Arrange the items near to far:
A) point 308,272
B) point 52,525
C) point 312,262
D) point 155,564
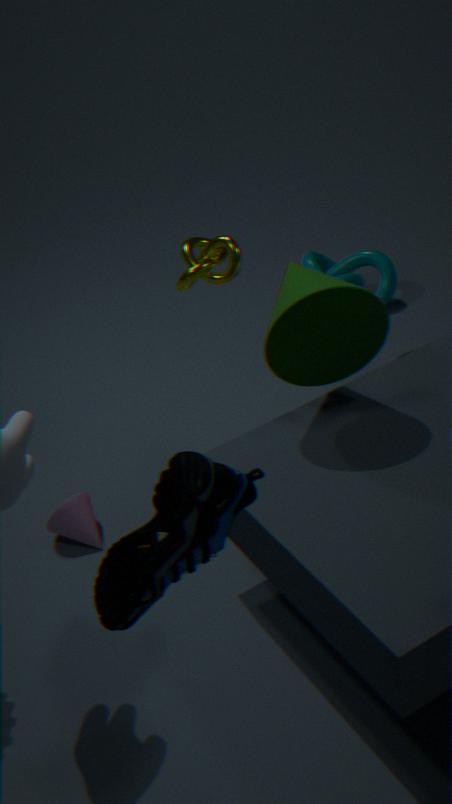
point 155,564, point 308,272, point 52,525, point 312,262
